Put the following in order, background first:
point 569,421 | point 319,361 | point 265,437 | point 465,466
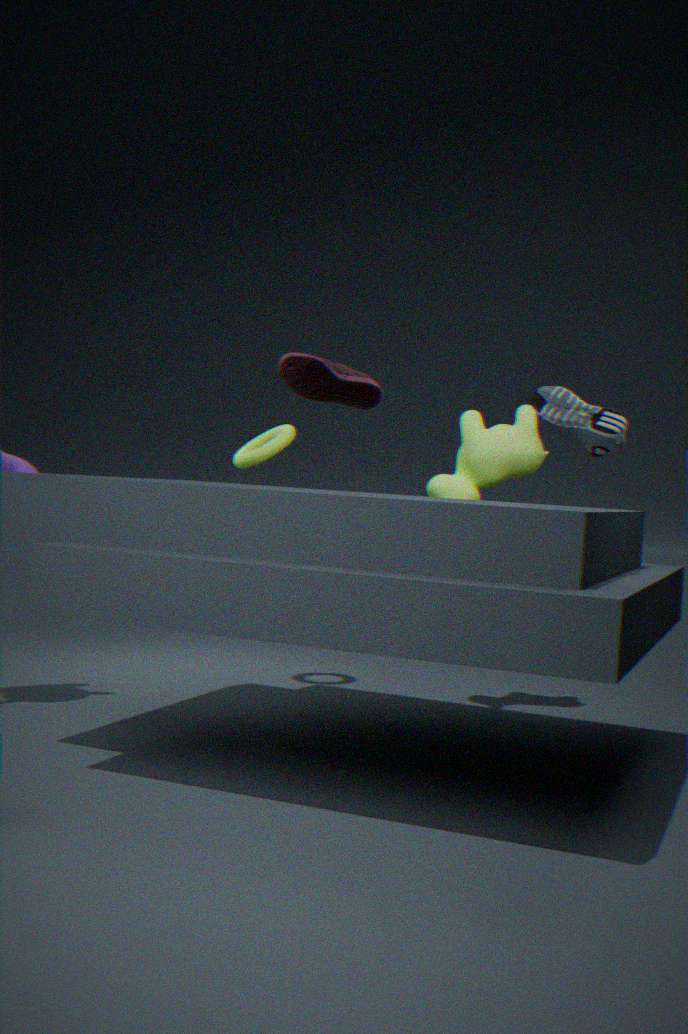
point 265,437, point 465,466, point 569,421, point 319,361
